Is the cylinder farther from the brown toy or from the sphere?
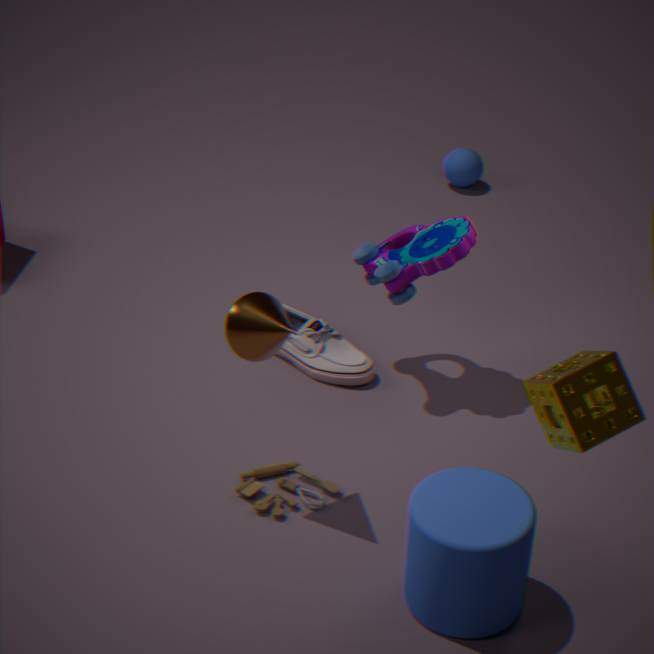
the sphere
